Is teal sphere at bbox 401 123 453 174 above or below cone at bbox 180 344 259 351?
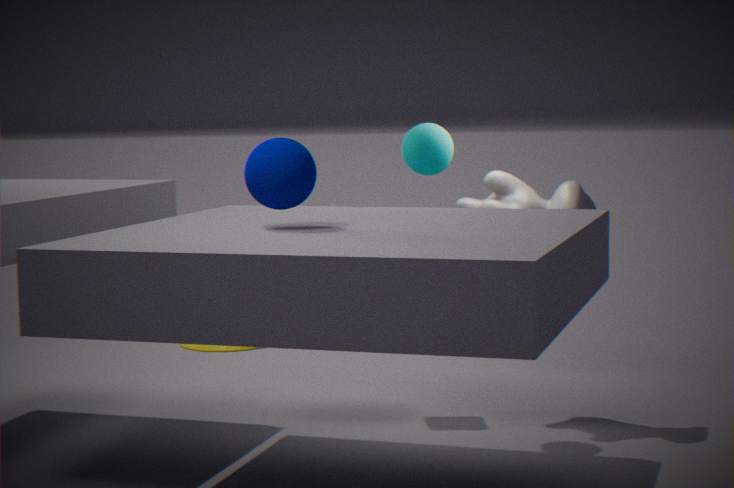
above
